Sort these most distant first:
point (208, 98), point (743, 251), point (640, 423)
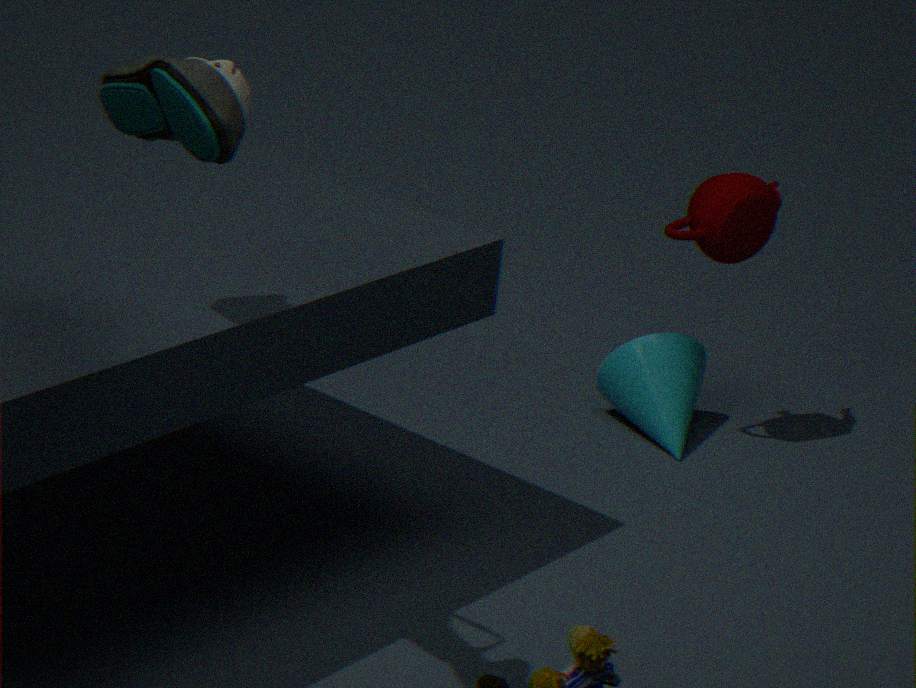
point (640, 423)
point (743, 251)
point (208, 98)
